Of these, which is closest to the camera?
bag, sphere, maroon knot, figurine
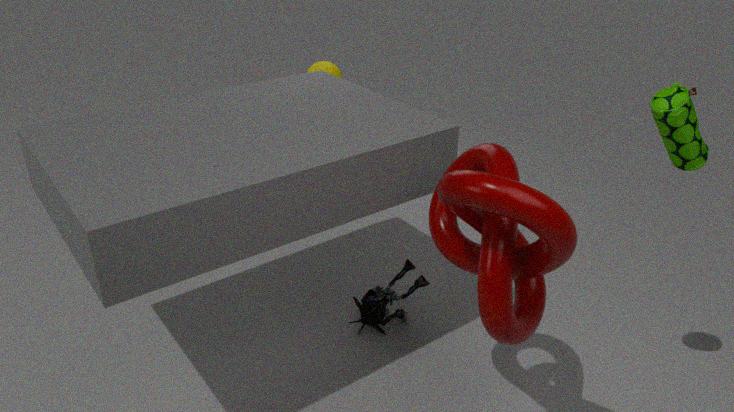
maroon knot
